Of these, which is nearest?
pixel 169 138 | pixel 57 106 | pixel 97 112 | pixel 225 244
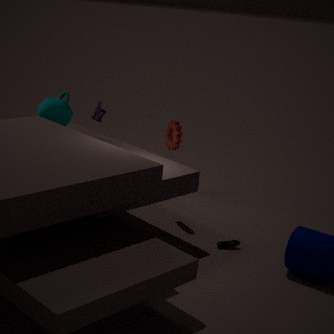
pixel 225 244
